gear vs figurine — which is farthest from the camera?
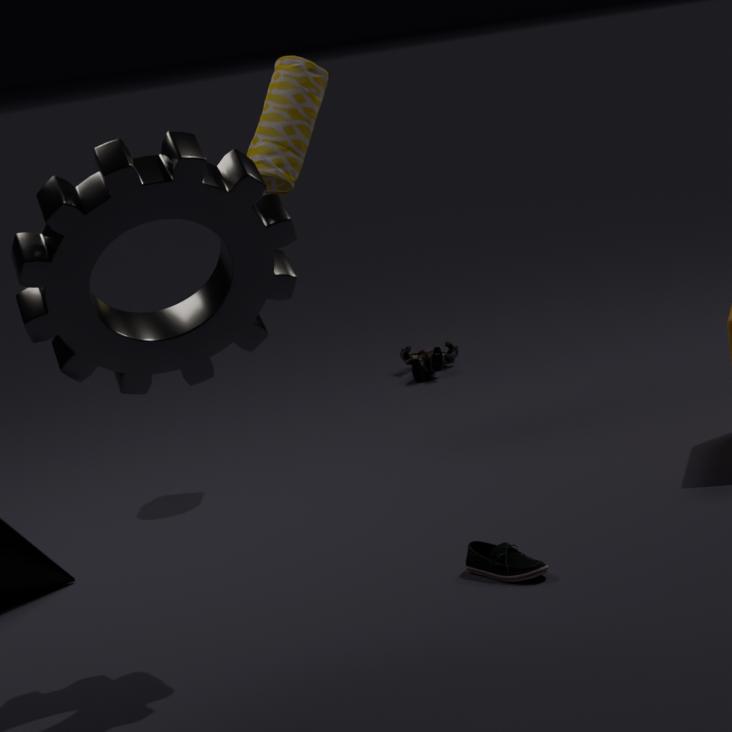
figurine
